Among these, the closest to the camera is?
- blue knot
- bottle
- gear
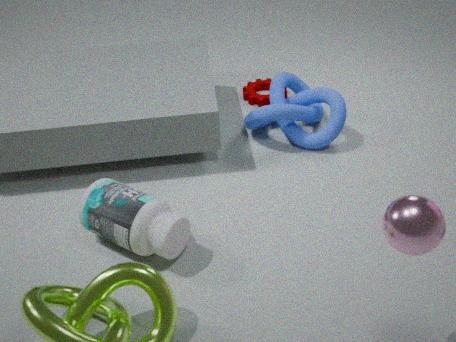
Answer: bottle
